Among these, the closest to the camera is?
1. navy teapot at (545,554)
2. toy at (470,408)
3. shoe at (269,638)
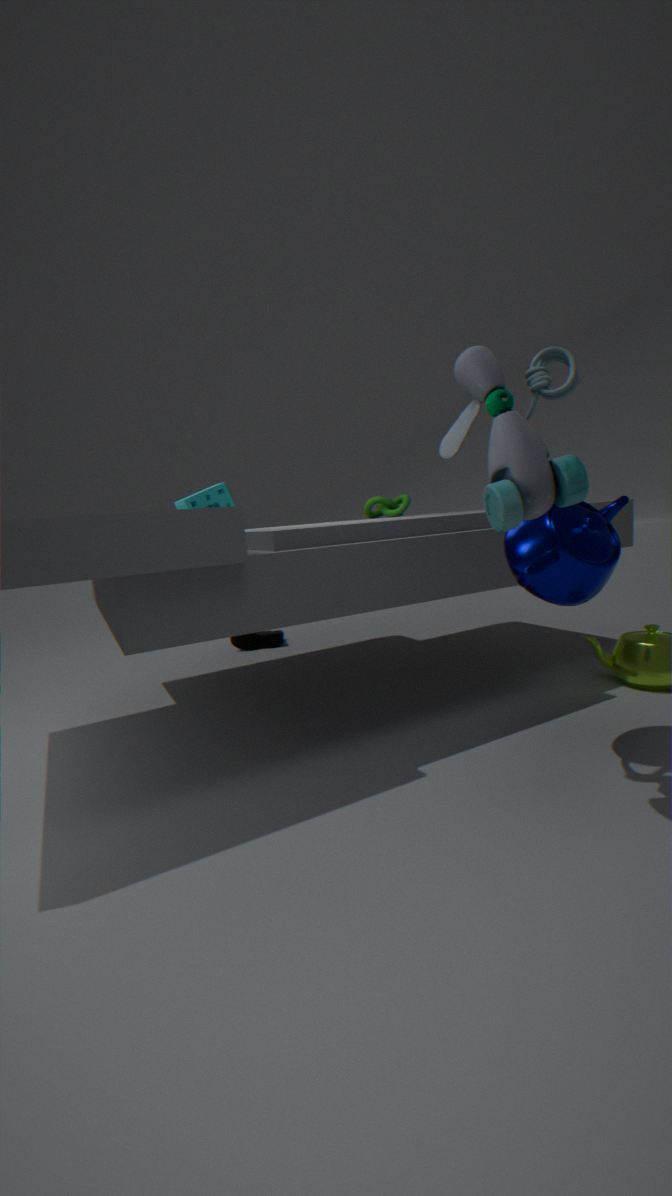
toy at (470,408)
